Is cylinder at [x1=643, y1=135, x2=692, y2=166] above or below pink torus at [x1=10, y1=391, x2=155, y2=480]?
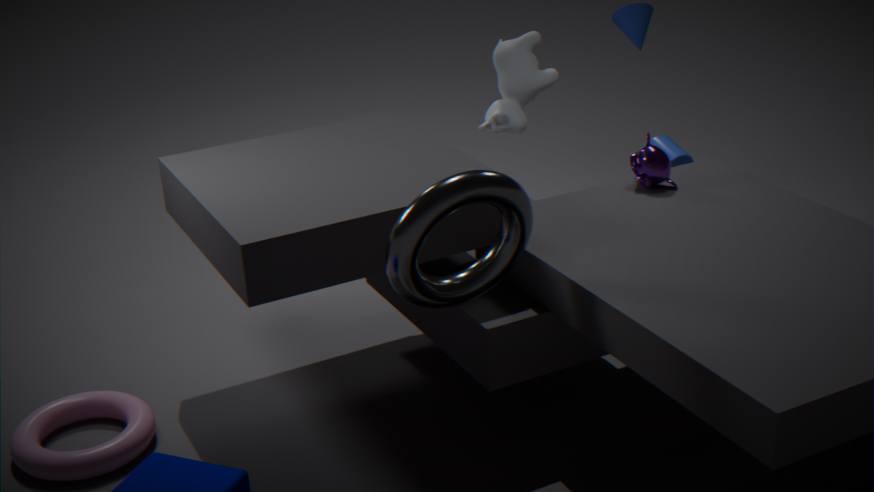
above
